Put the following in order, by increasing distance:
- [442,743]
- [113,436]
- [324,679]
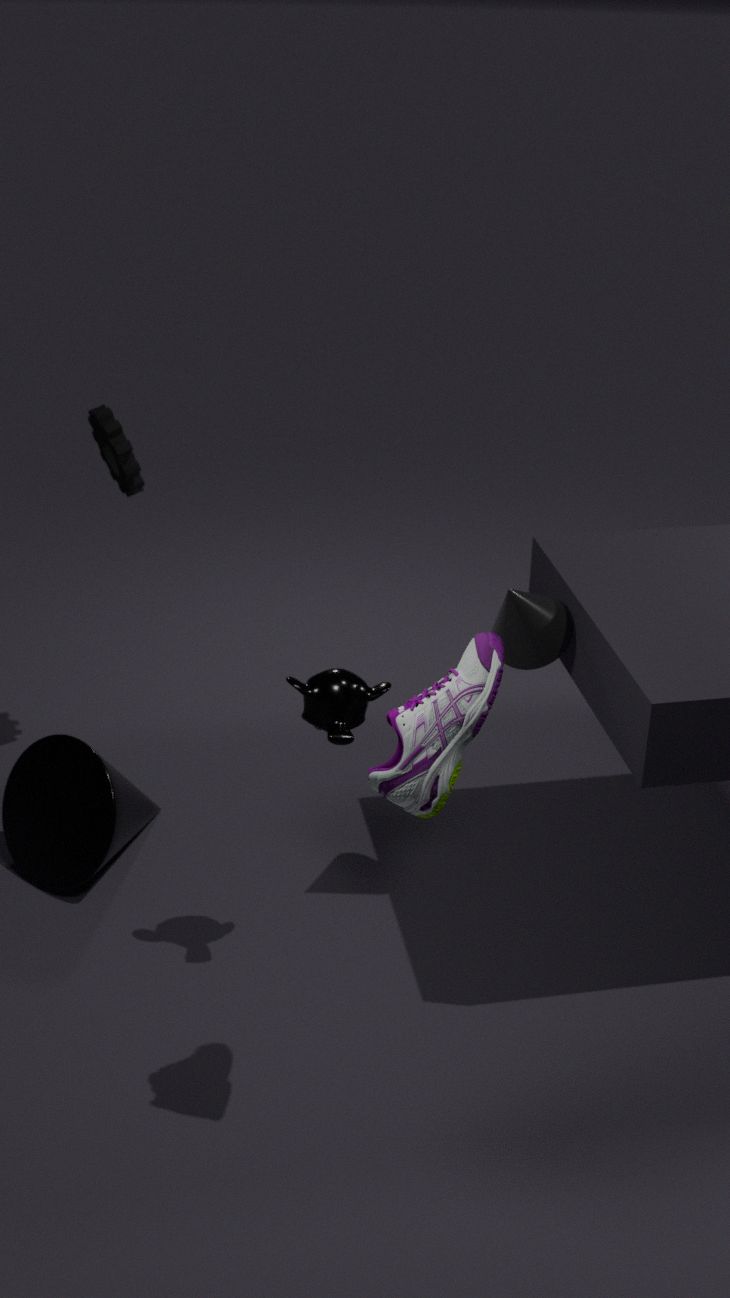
[442,743], [324,679], [113,436]
